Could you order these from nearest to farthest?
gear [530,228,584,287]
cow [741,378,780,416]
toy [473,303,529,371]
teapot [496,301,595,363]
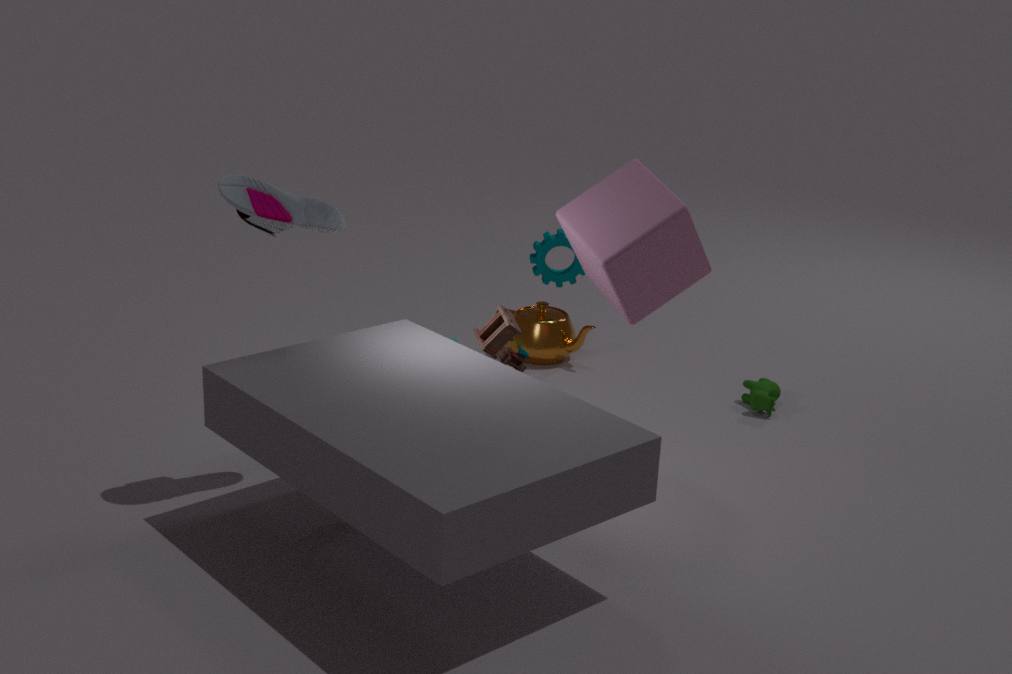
1. toy [473,303,529,371]
2. cow [741,378,780,416]
3. teapot [496,301,595,363]
4. gear [530,228,584,287]
